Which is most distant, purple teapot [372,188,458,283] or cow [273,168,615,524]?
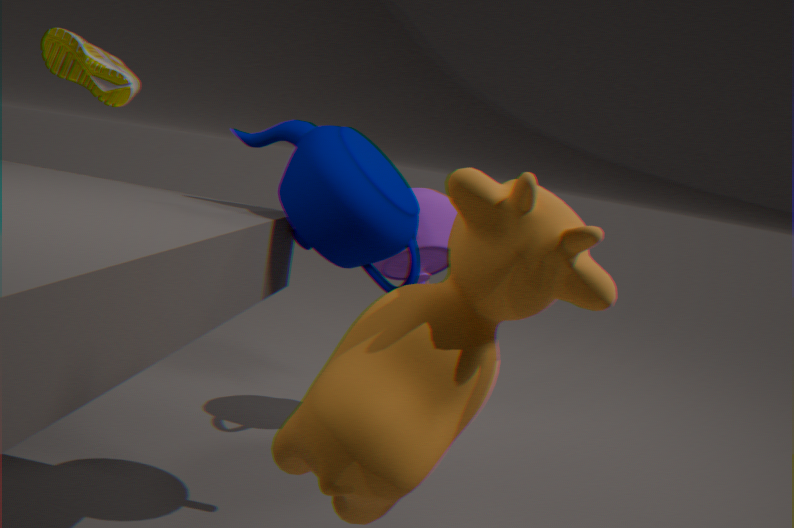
purple teapot [372,188,458,283]
